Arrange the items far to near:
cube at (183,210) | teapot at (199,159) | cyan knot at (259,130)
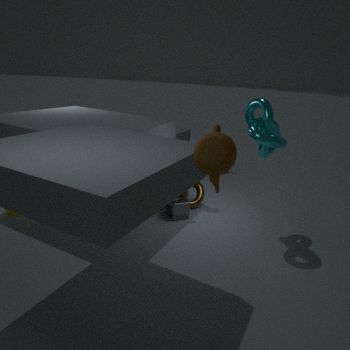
cube at (183,210) < cyan knot at (259,130) < teapot at (199,159)
